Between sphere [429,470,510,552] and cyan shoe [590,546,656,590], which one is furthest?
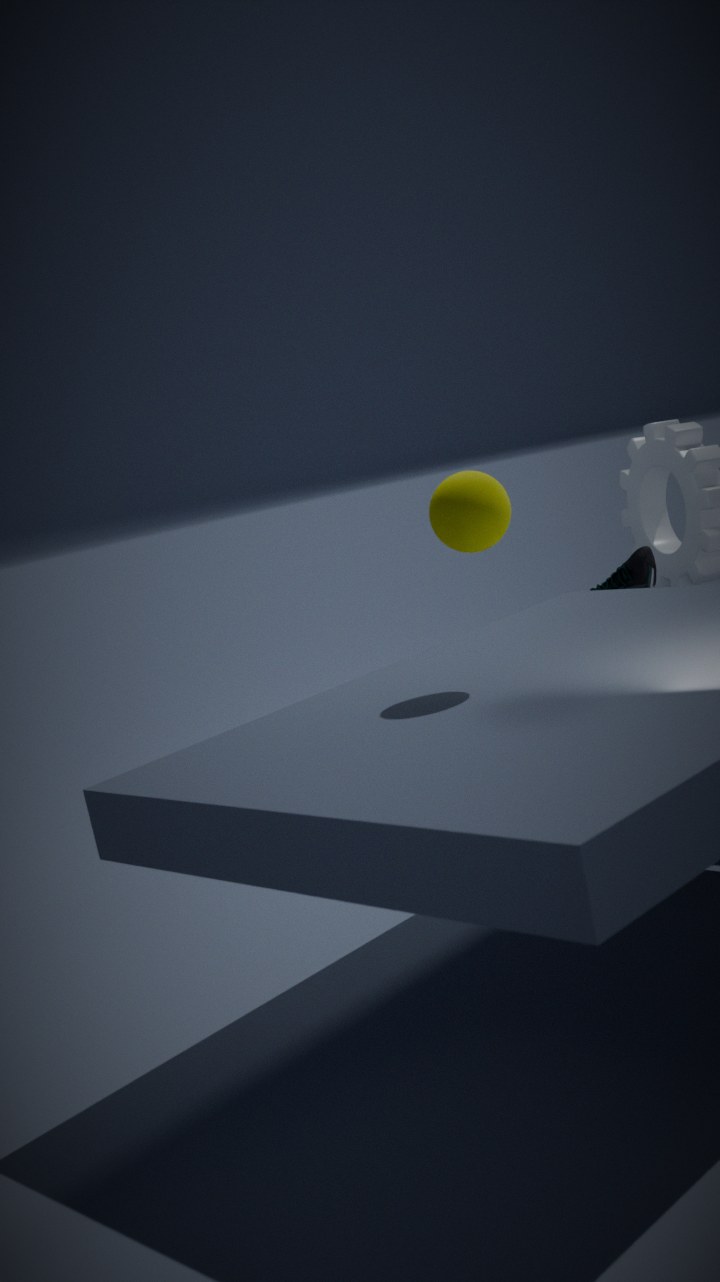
cyan shoe [590,546,656,590]
